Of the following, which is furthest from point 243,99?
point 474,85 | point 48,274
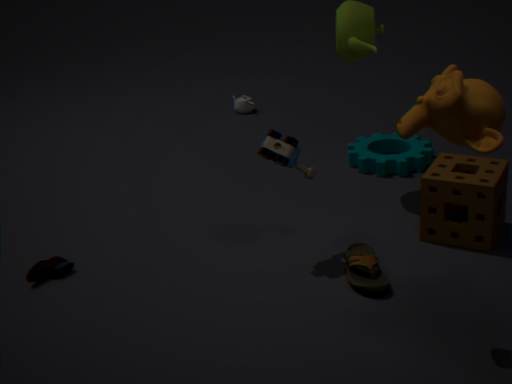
point 474,85
